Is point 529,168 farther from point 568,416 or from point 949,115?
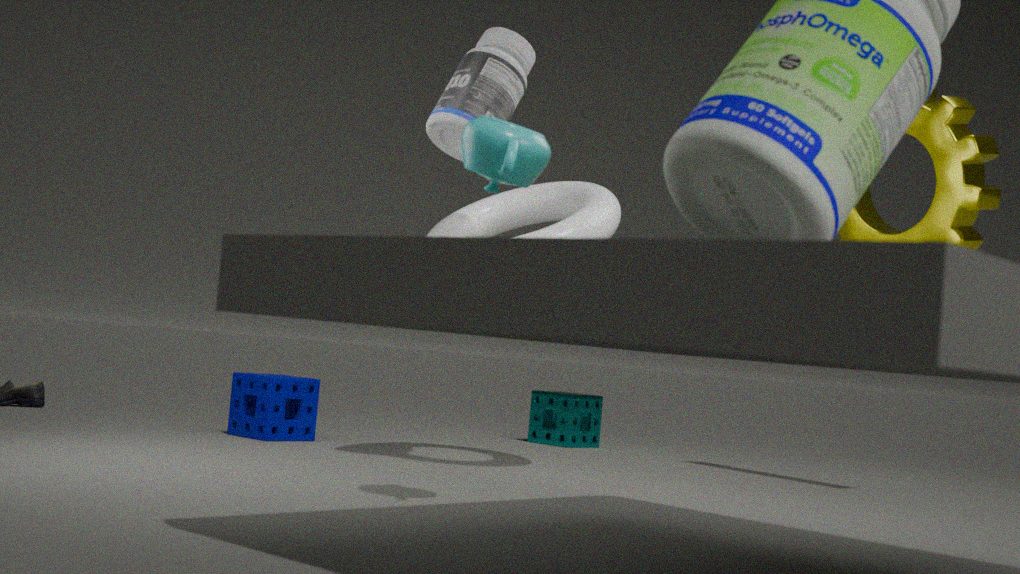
point 568,416
